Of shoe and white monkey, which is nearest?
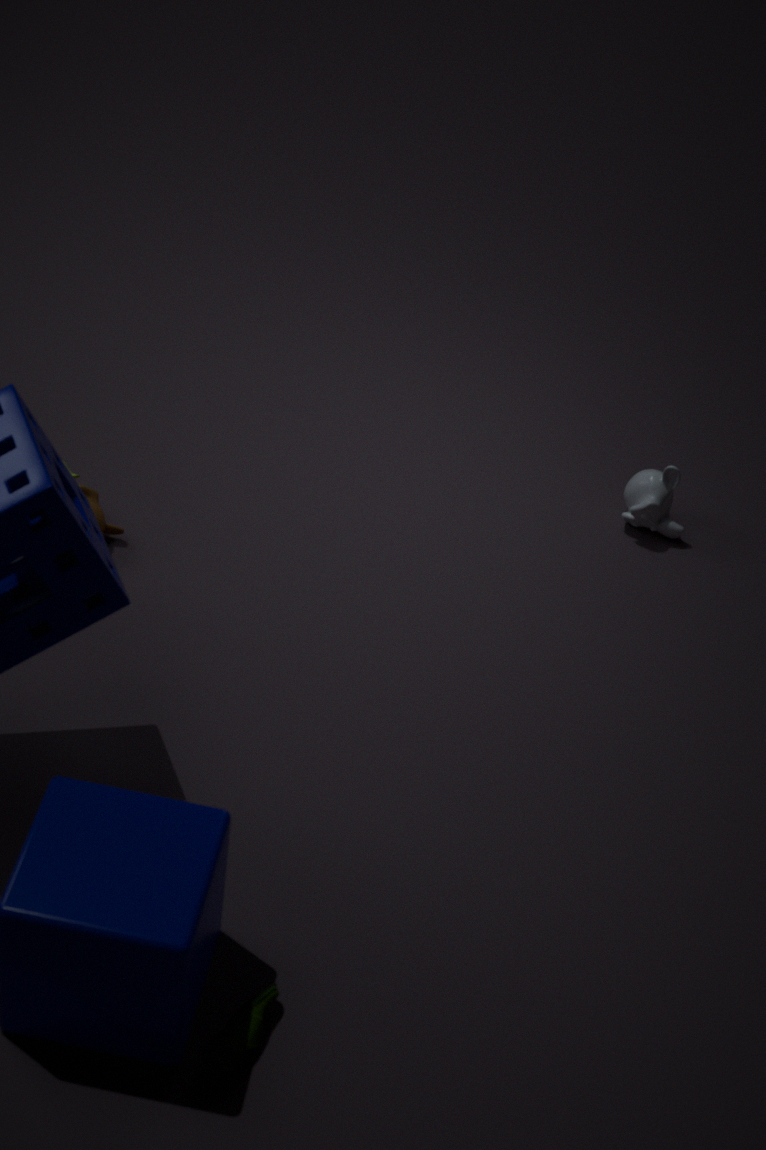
shoe
